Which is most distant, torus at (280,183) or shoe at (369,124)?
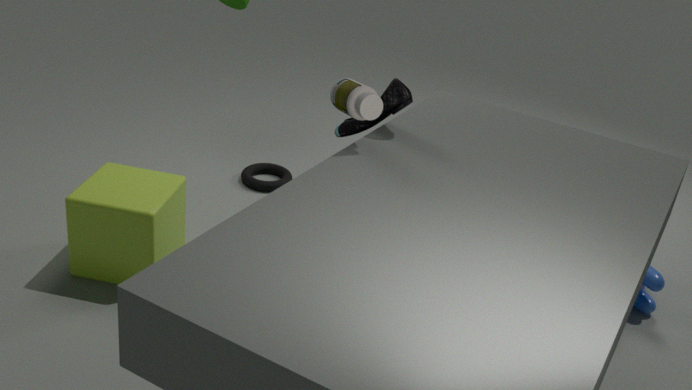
torus at (280,183)
